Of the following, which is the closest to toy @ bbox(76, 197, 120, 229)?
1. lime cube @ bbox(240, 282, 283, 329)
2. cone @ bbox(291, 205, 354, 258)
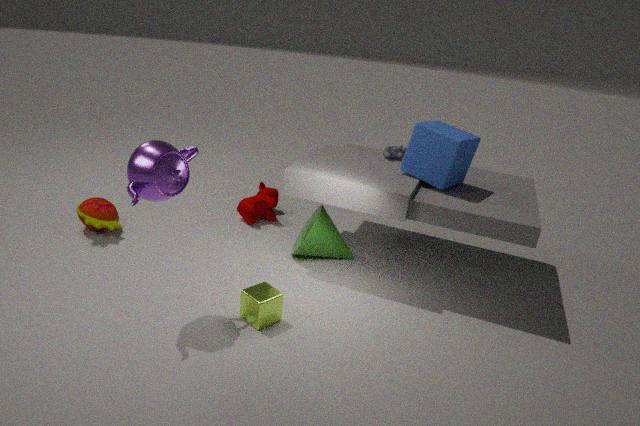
cone @ bbox(291, 205, 354, 258)
